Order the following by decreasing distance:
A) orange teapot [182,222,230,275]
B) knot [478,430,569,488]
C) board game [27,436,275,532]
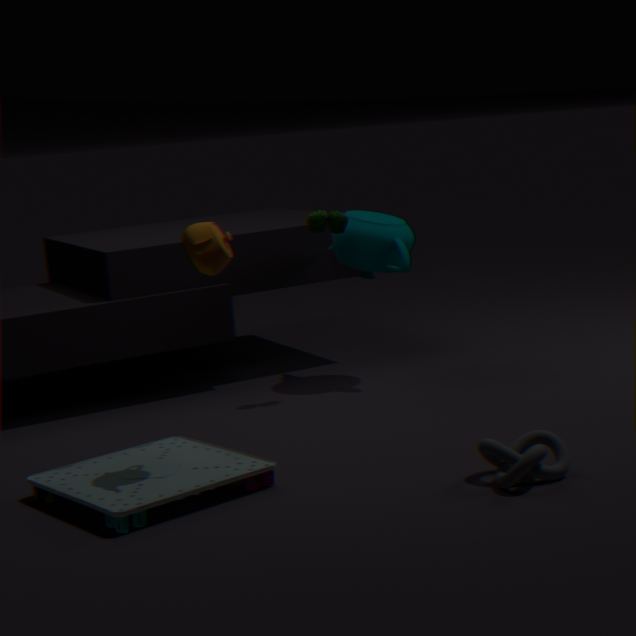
orange teapot [182,222,230,275] → board game [27,436,275,532] → knot [478,430,569,488]
